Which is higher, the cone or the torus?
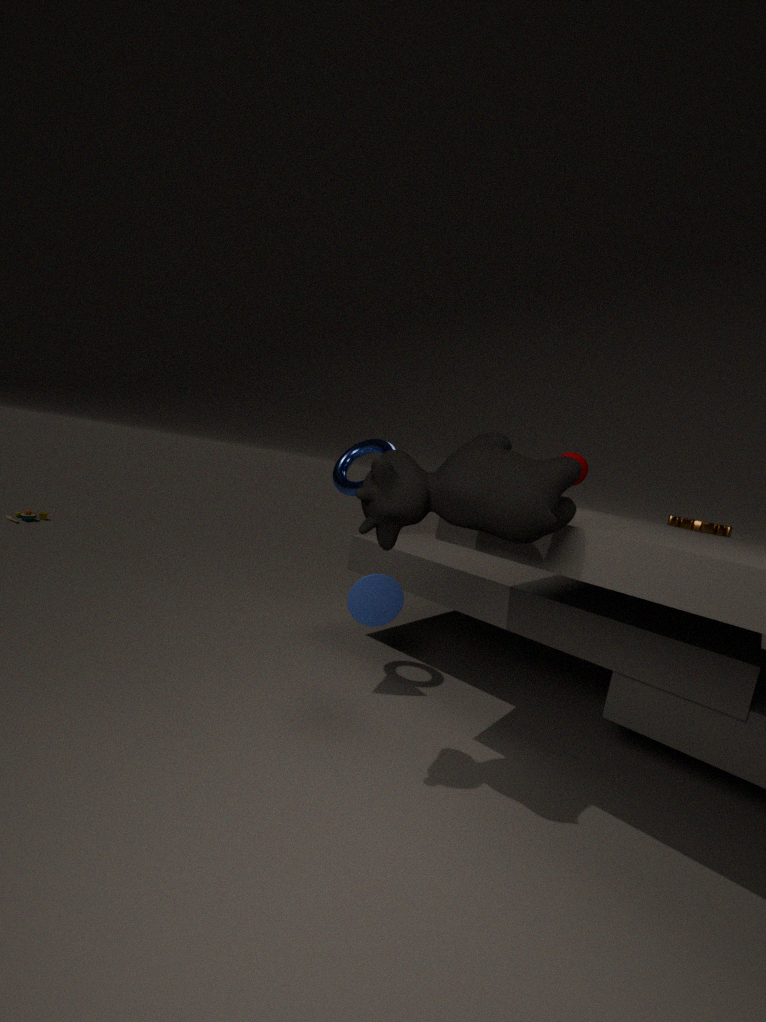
the torus
